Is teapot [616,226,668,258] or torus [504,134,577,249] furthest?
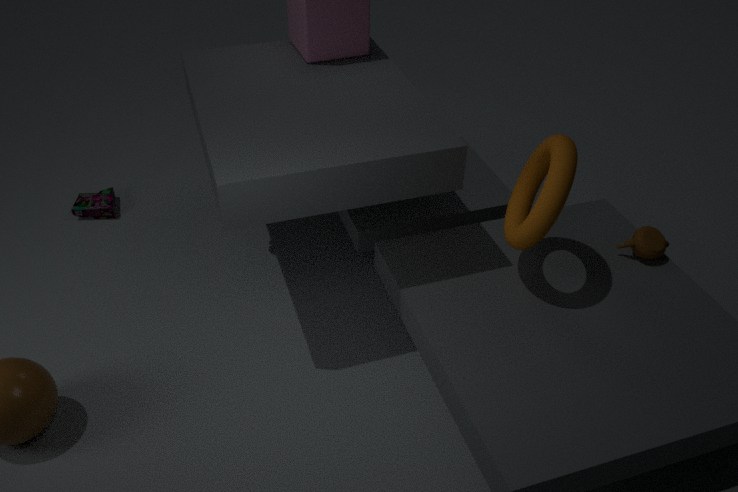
teapot [616,226,668,258]
